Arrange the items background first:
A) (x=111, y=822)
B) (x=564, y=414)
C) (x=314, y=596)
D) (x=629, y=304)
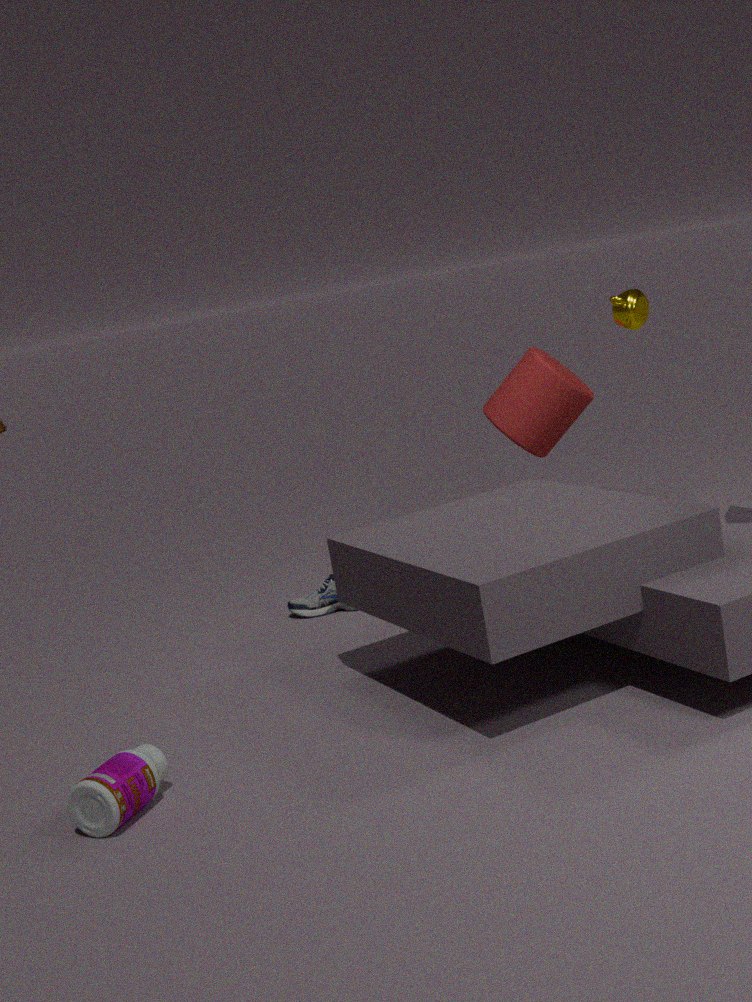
(x=564, y=414), (x=314, y=596), (x=629, y=304), (x=111, y=822)
